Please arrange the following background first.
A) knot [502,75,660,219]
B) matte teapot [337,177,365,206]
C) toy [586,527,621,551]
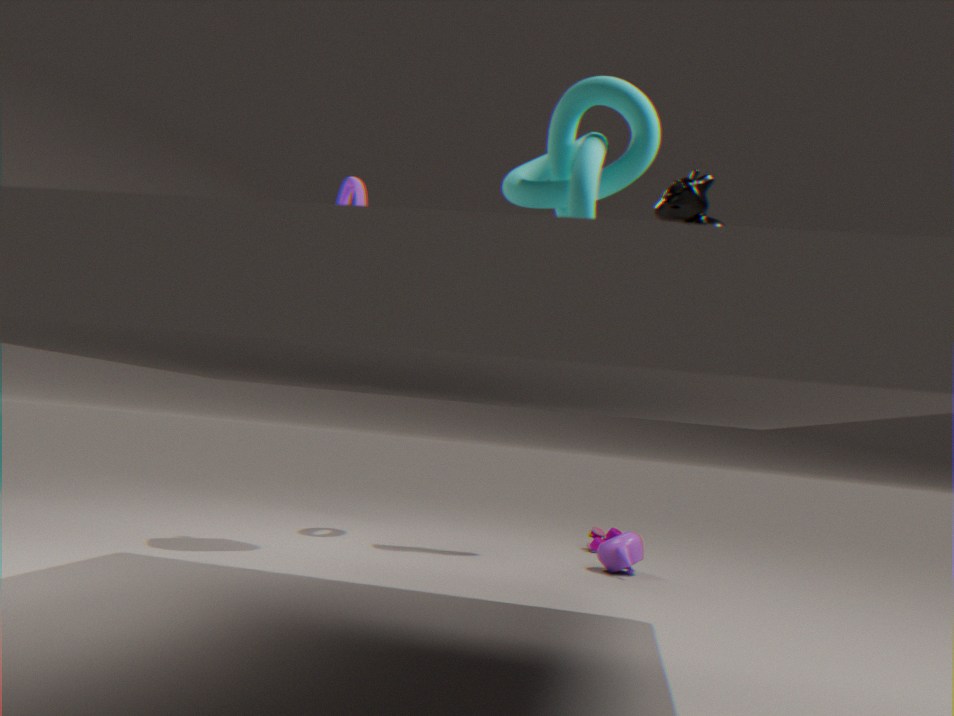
toy [586,527,621,551] → matte teapot [337,177,365,206] → knot [502,75,660,219]
